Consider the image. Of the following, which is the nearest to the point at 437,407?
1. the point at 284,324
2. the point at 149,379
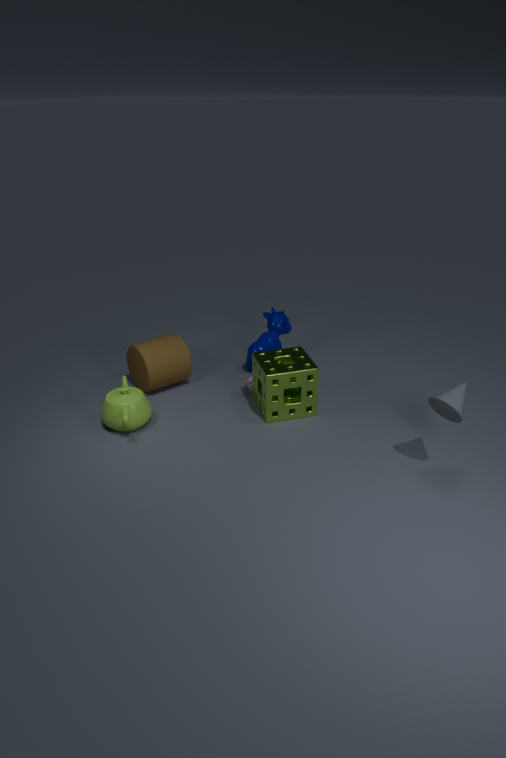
the point at 284,324
